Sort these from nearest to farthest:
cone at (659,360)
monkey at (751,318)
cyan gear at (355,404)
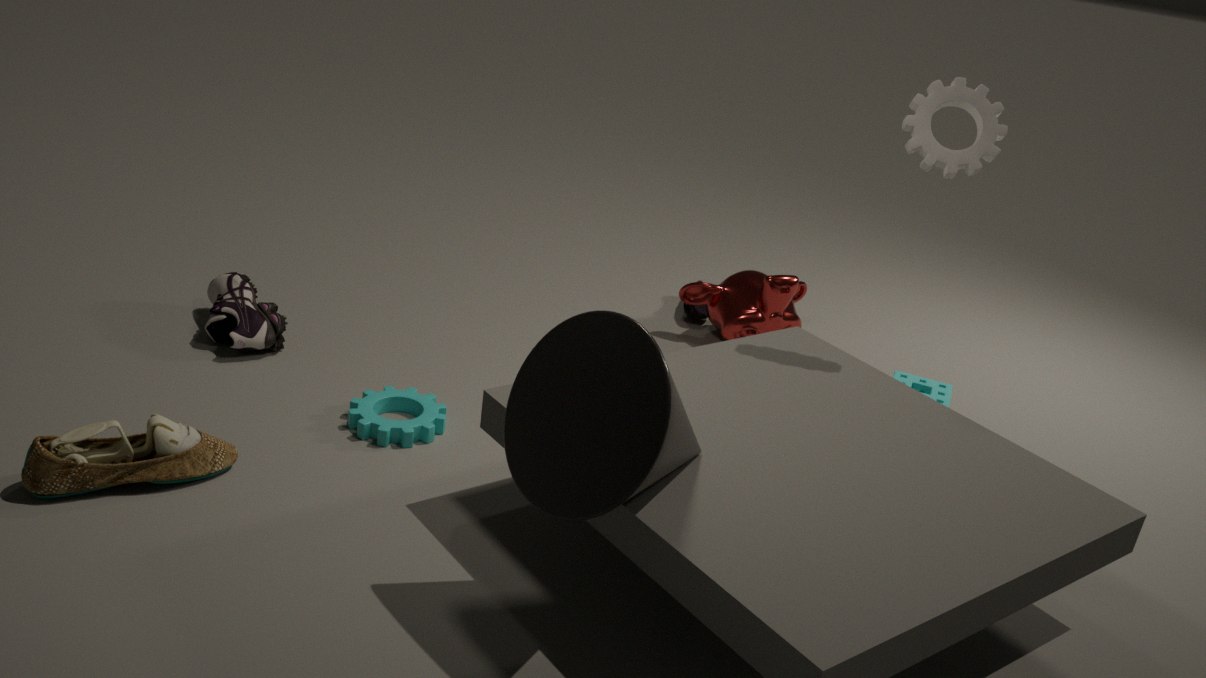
cone at (659,360), cyan gear at (355,404), monkey at (751,318)
